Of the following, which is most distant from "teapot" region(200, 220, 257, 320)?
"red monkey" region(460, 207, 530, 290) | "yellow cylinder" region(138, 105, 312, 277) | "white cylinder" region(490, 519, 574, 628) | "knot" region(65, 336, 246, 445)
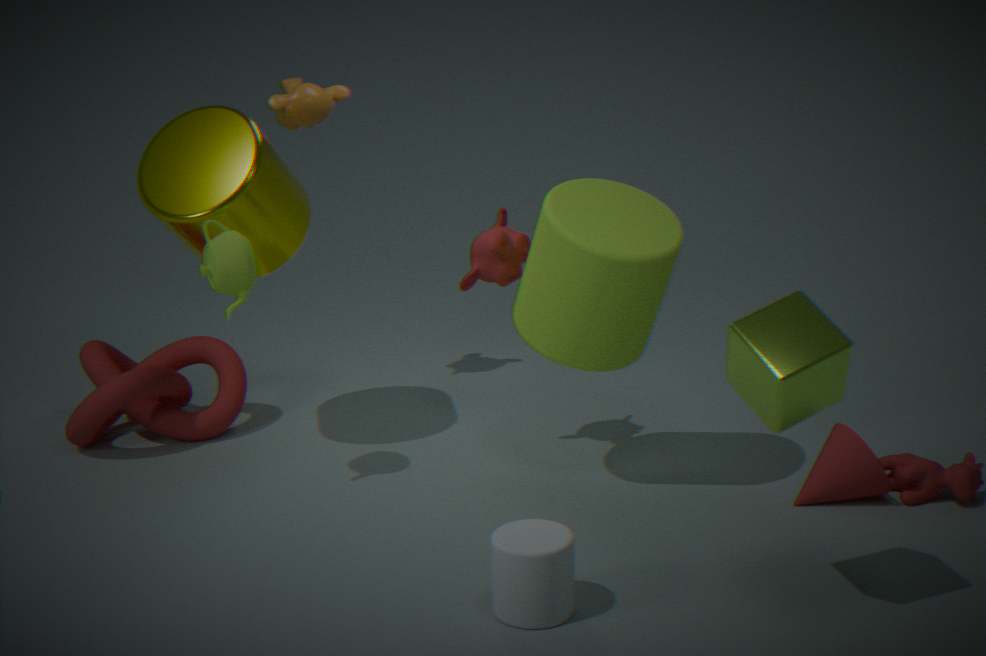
"white cylinder" region(490, 519, 574, 628)
